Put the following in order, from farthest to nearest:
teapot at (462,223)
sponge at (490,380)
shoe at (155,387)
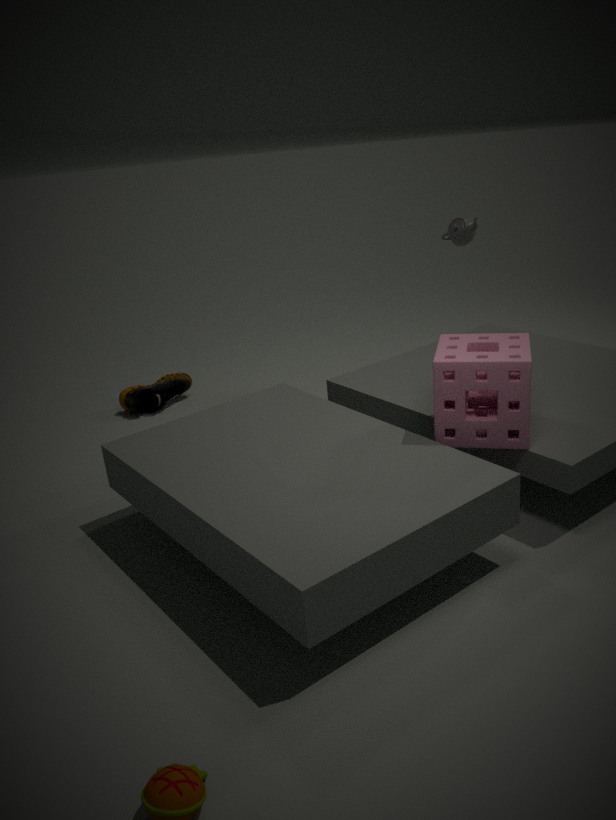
shoe at (155,387) → teapot at (462,223) → sponge at (490,380)
